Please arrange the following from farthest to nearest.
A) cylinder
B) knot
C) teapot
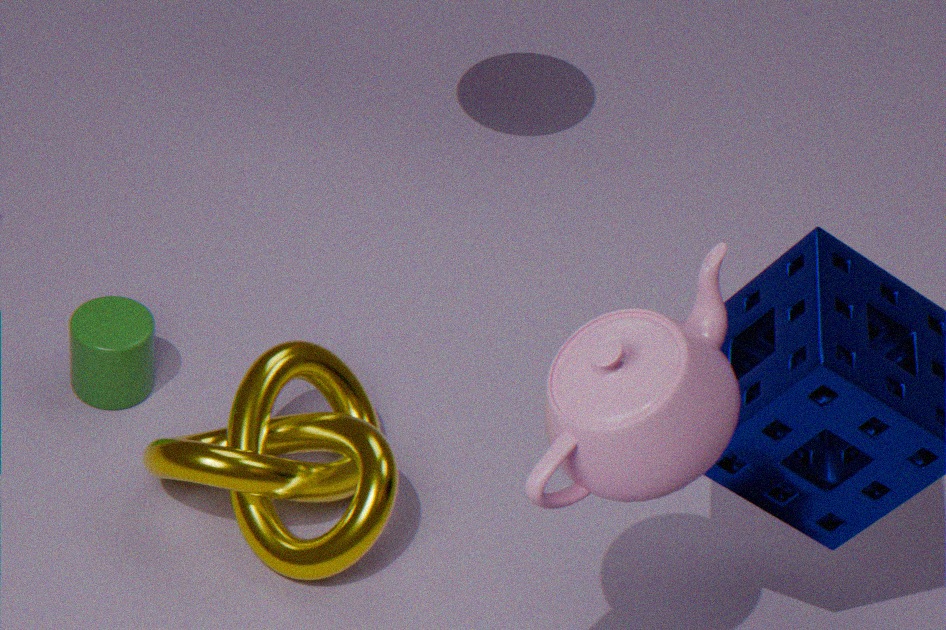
cylinder < knot < teapot
